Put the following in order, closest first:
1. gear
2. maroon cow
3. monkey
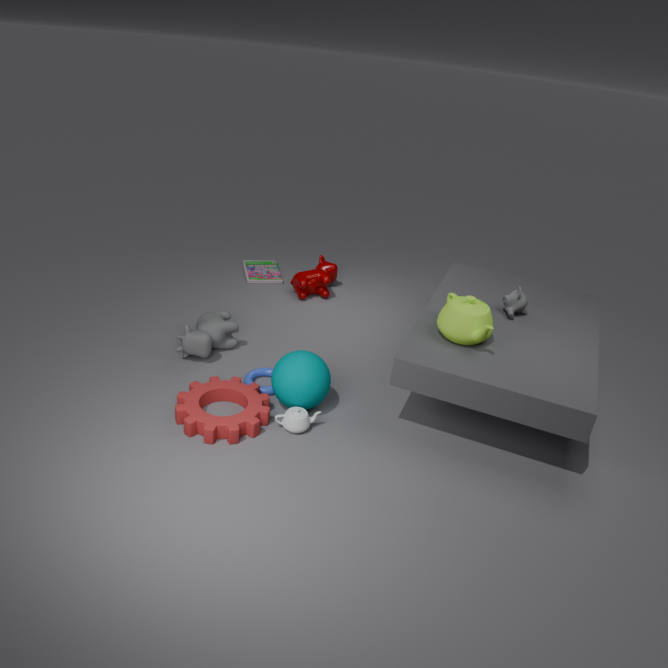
gear < monkey < maroon cow
